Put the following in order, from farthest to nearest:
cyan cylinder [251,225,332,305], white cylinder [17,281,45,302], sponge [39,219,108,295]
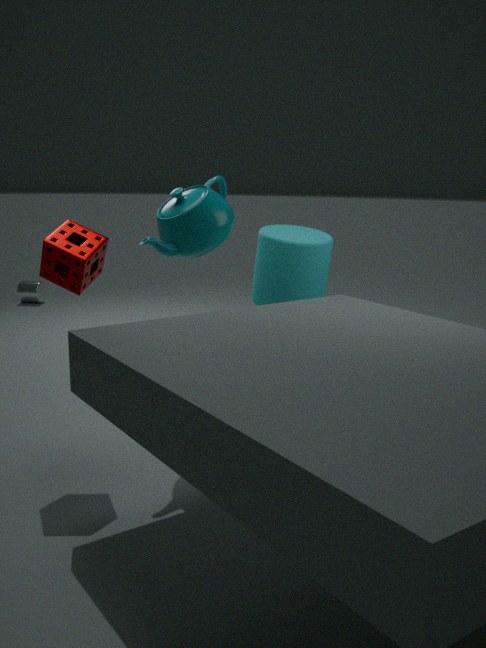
white cylinder [17,281,45,302], cyan cylinder [251,225,332,305], sponge [39,219,108,295]
